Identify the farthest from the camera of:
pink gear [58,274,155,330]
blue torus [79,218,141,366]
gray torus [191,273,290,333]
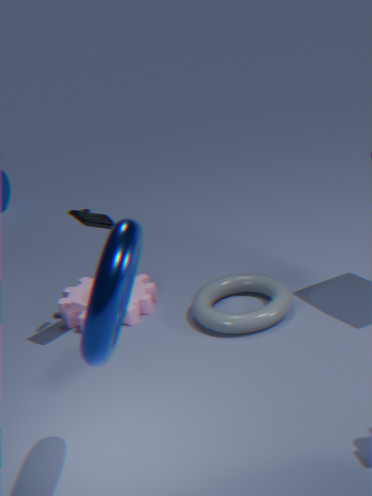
pink gear [58,274,155,330]
